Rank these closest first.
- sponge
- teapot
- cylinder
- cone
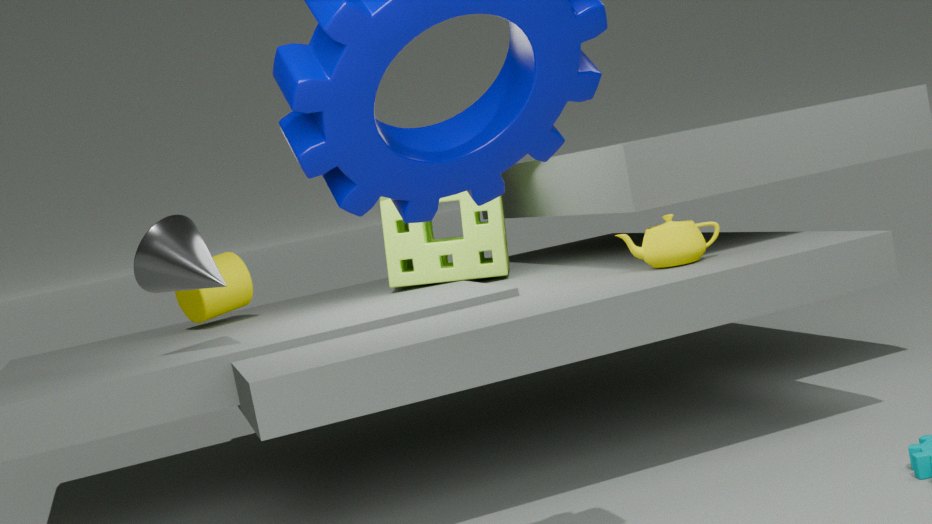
cone
teapot
sponge
cylinder
